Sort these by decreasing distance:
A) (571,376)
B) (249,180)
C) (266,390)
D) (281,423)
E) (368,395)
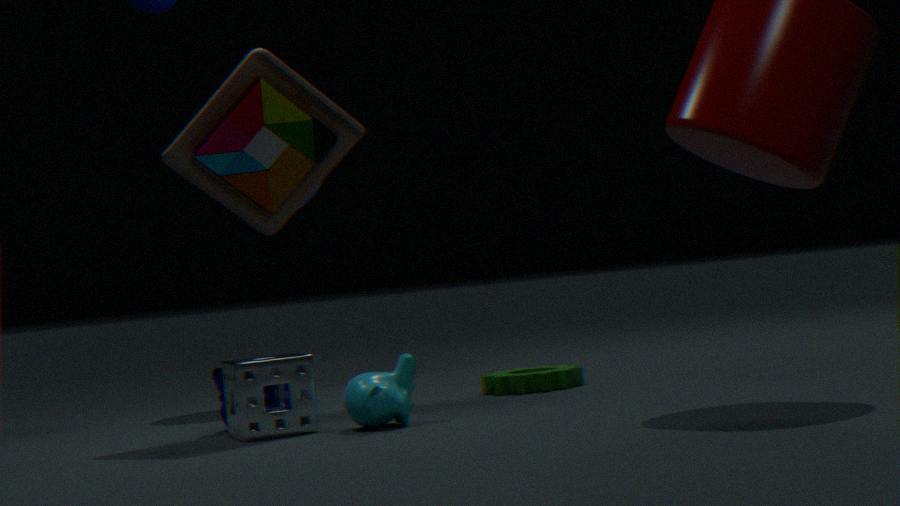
1. (571,376)
2. (249,180)
3. (266,390)
4. (281,423)
5. (368,395)
